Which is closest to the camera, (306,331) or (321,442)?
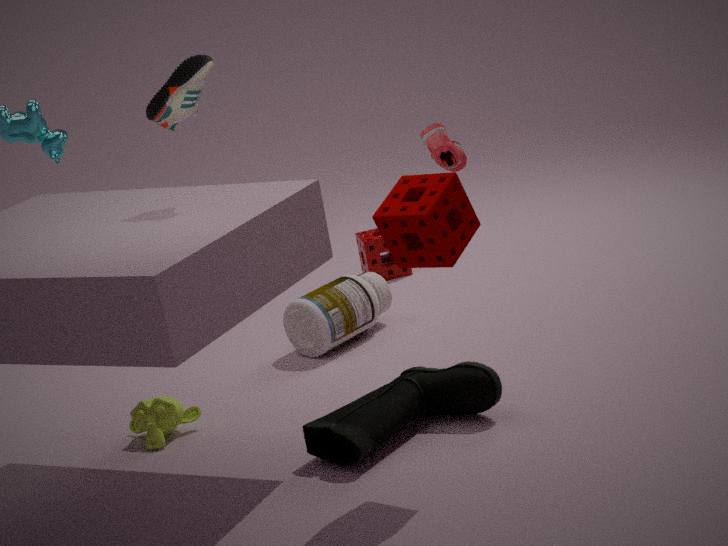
(321,442)
